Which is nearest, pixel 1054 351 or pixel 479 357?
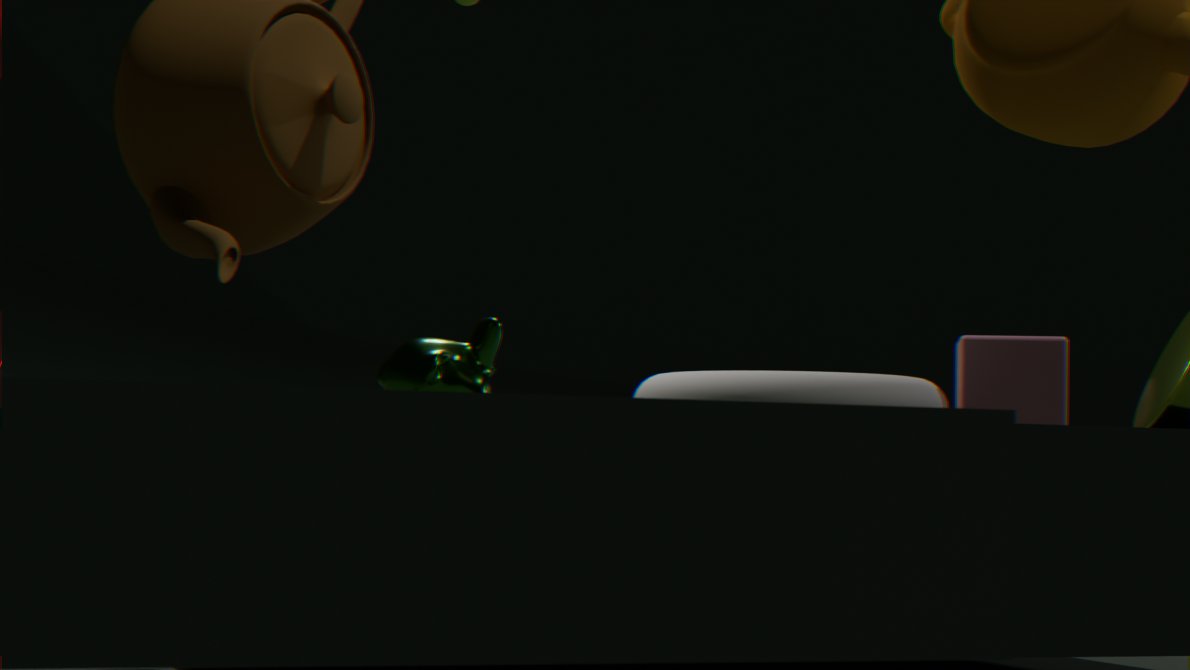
pixel 479 357
